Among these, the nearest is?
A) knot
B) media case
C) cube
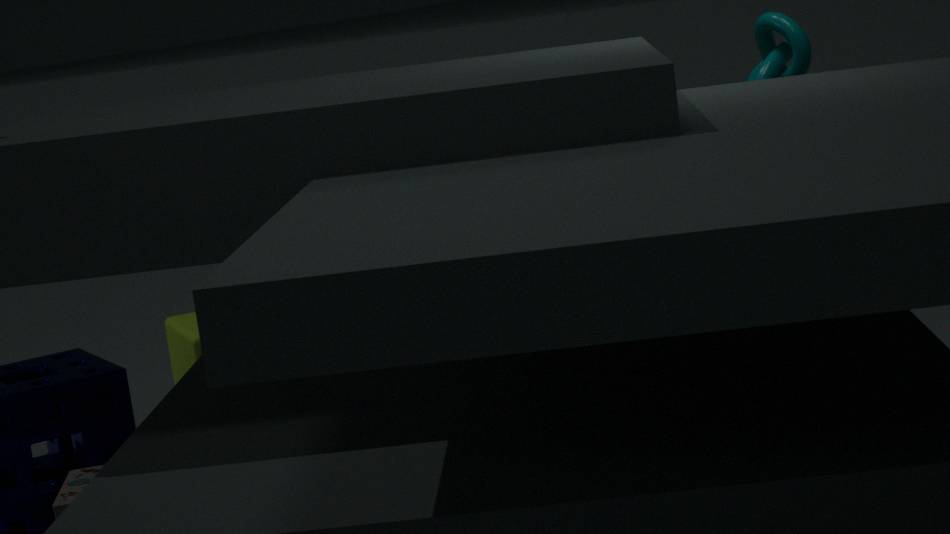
media case
